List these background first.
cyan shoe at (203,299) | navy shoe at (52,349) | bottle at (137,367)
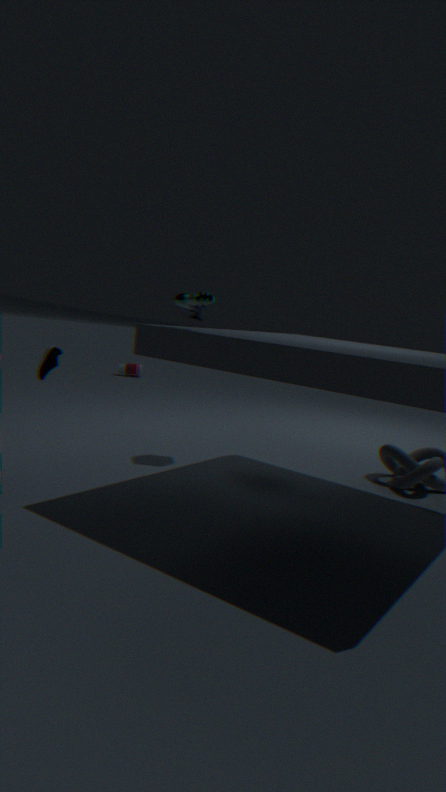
bottle at (137,367)
navy shoe at (52,349)
cyan shoe at (203,299)
